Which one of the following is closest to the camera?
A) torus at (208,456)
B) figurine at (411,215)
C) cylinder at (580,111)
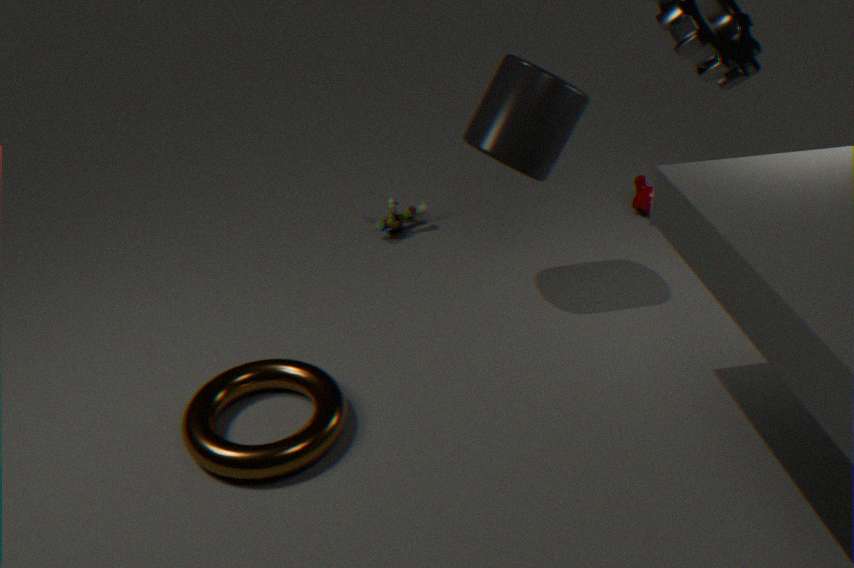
torus at (208,456)
